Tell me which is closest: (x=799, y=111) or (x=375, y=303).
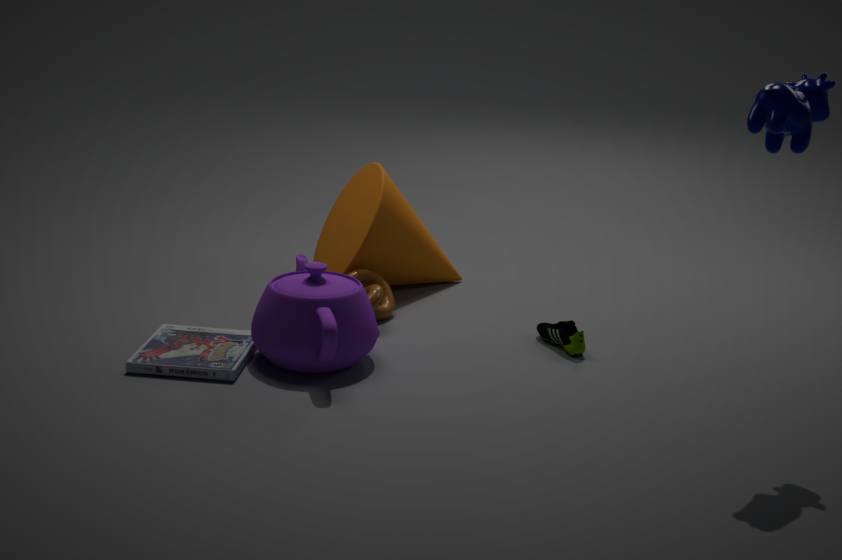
(x=799, y=111)
